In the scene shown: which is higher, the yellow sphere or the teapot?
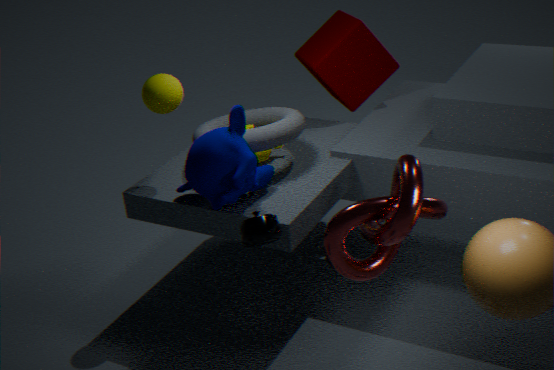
the yellow sphere
